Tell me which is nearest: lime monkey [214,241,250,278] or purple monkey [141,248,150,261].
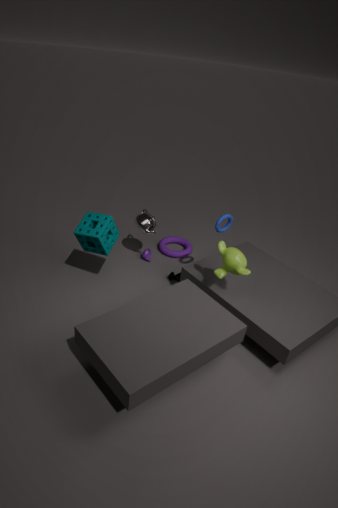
lime monkey [214,241,250,278]
